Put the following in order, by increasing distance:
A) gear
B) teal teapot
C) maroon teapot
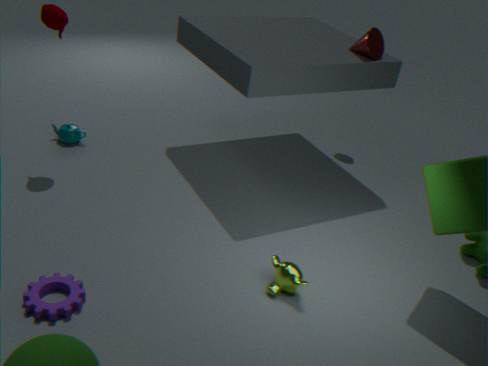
gear → maroon teapot → teal teapot
